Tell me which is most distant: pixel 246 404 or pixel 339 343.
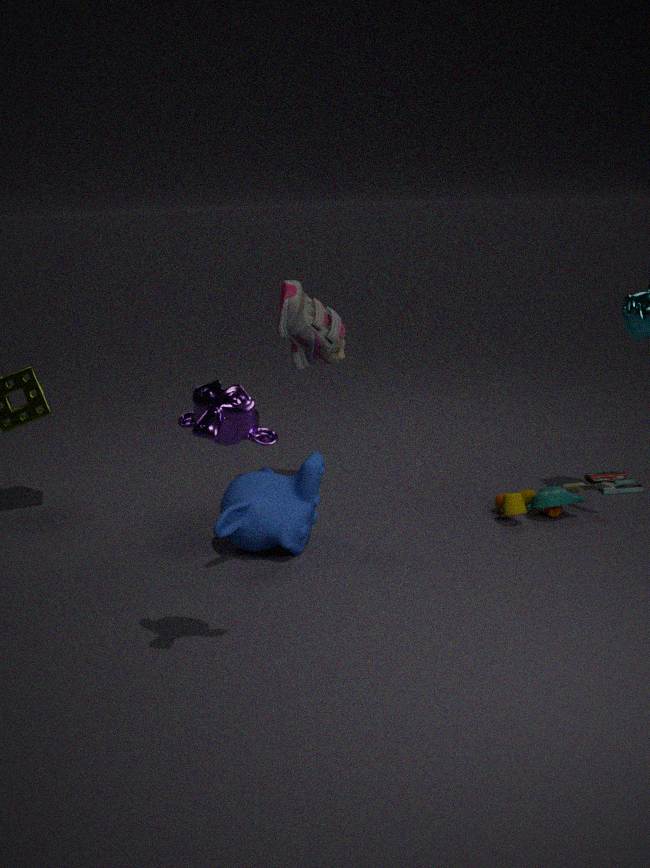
pixel 339 343
